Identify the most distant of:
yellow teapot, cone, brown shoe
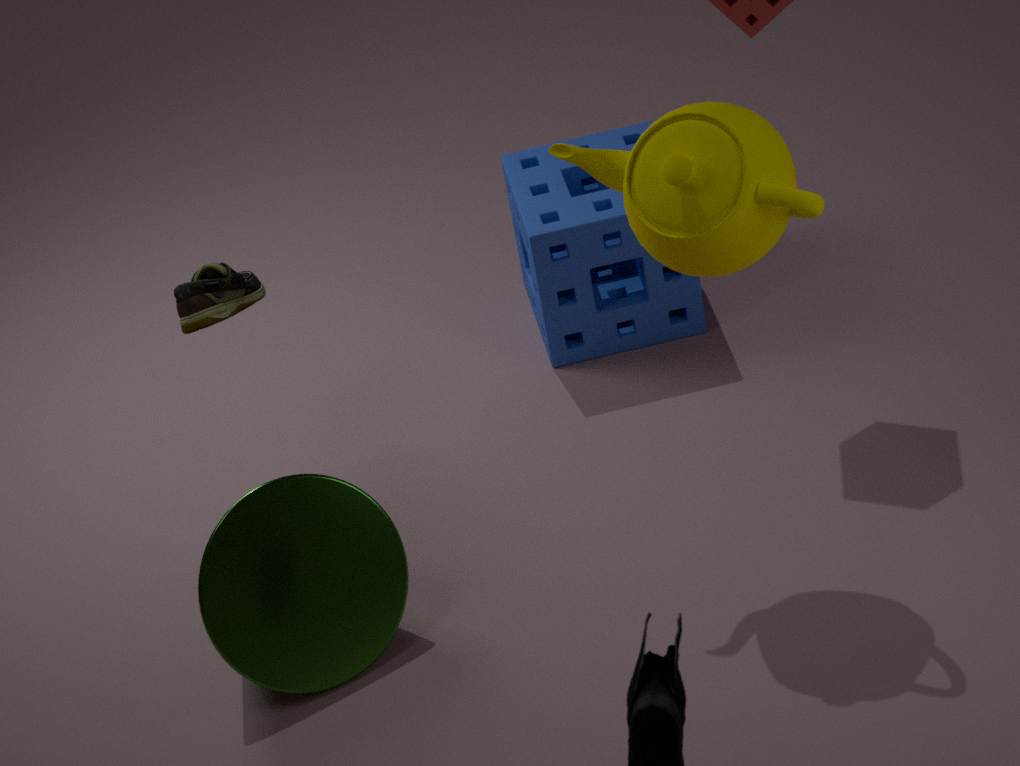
brown shoe
